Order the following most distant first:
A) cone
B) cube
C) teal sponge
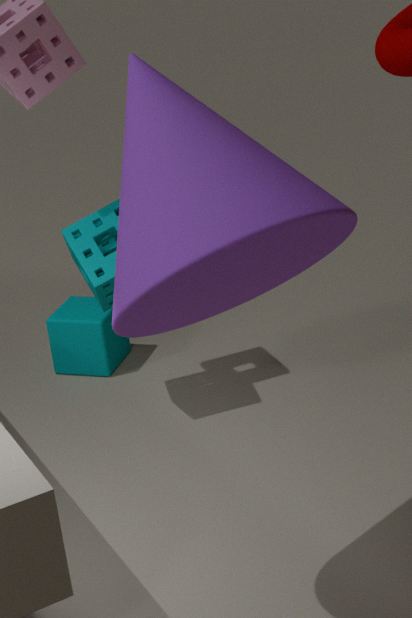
cube
teal sponge
cone
